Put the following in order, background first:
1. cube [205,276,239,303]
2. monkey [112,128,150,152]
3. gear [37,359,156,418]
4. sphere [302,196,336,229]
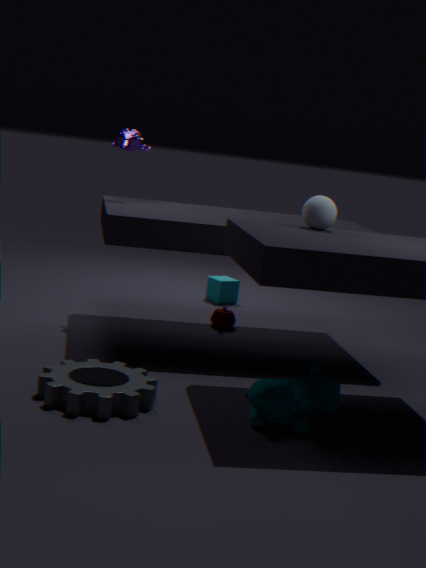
1. cube [205,276,239,303]
2. monkey [112,128,150,152]
3. sphere [302,196,336,229]
4. gear [37,359,156,418]
